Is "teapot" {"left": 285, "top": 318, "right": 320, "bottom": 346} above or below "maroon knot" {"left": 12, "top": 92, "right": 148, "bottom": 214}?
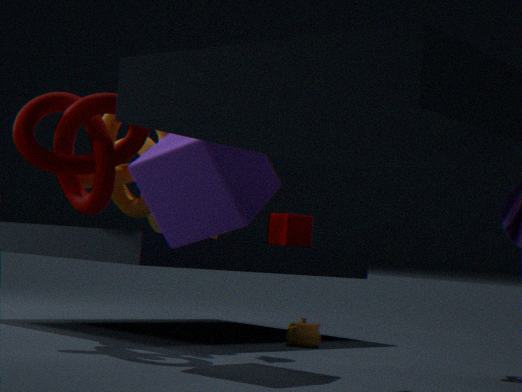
below
